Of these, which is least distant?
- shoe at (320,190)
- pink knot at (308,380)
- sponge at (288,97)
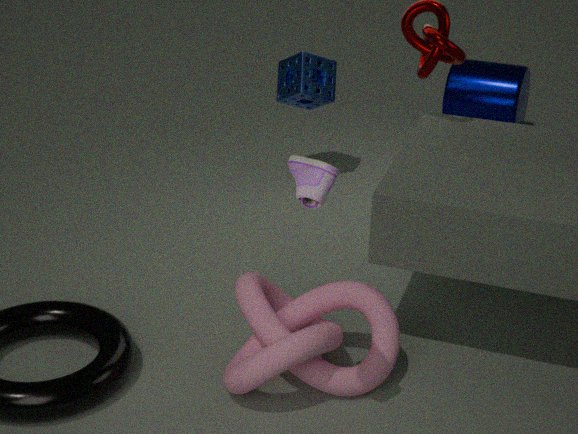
shoe at (320,190)
